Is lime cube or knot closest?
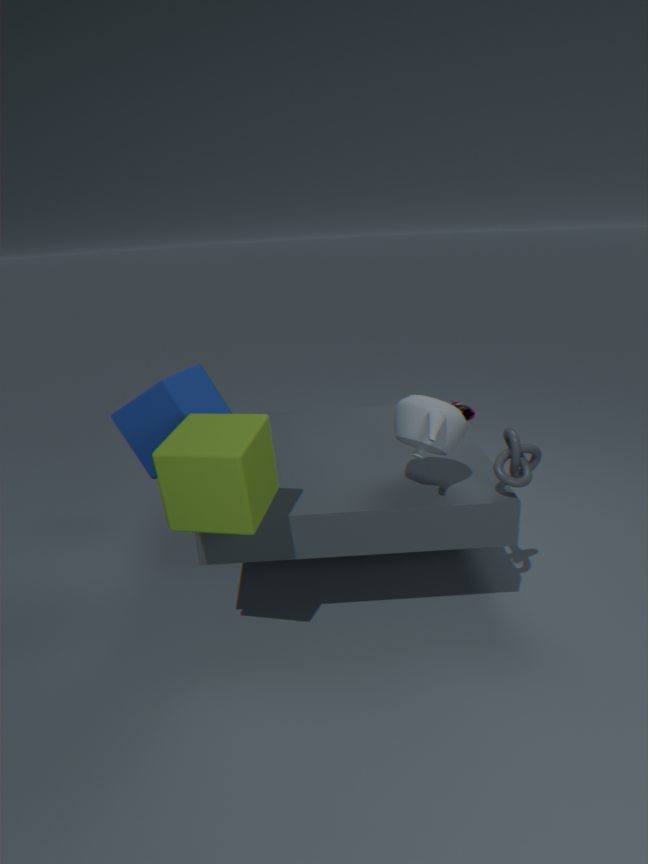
lime cube
